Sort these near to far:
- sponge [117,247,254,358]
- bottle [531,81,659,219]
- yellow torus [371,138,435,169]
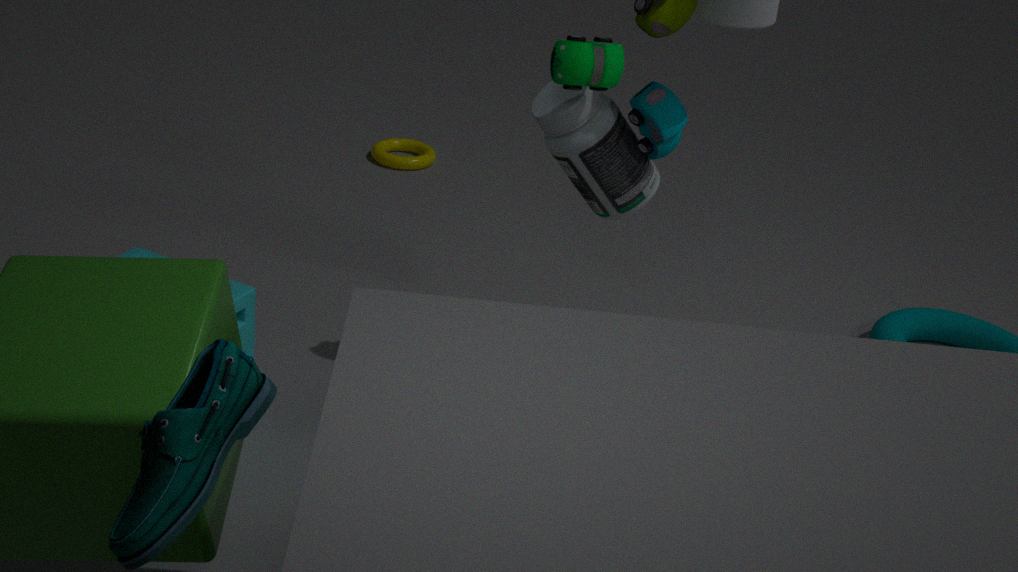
sponge [117,247,254,358], bottle [531,81,659,219], yellow torus [371,138,435,169]
